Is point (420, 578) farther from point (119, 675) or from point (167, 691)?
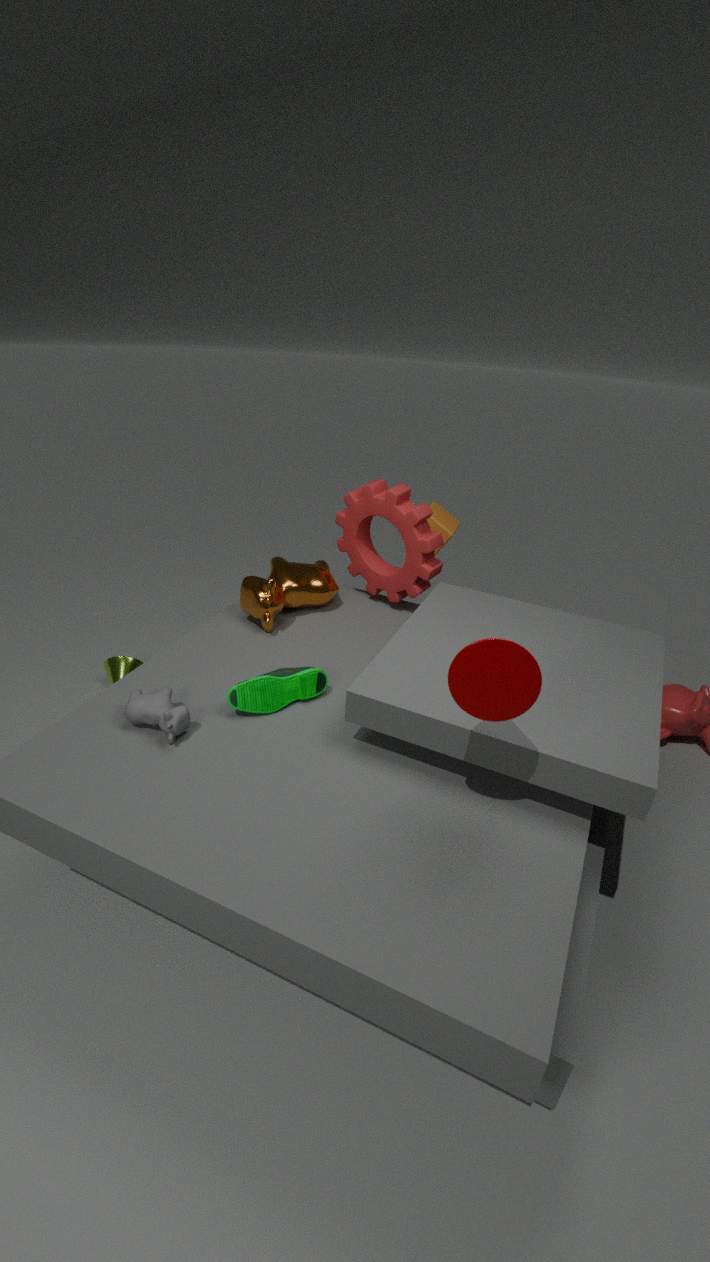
point (119, 675)
